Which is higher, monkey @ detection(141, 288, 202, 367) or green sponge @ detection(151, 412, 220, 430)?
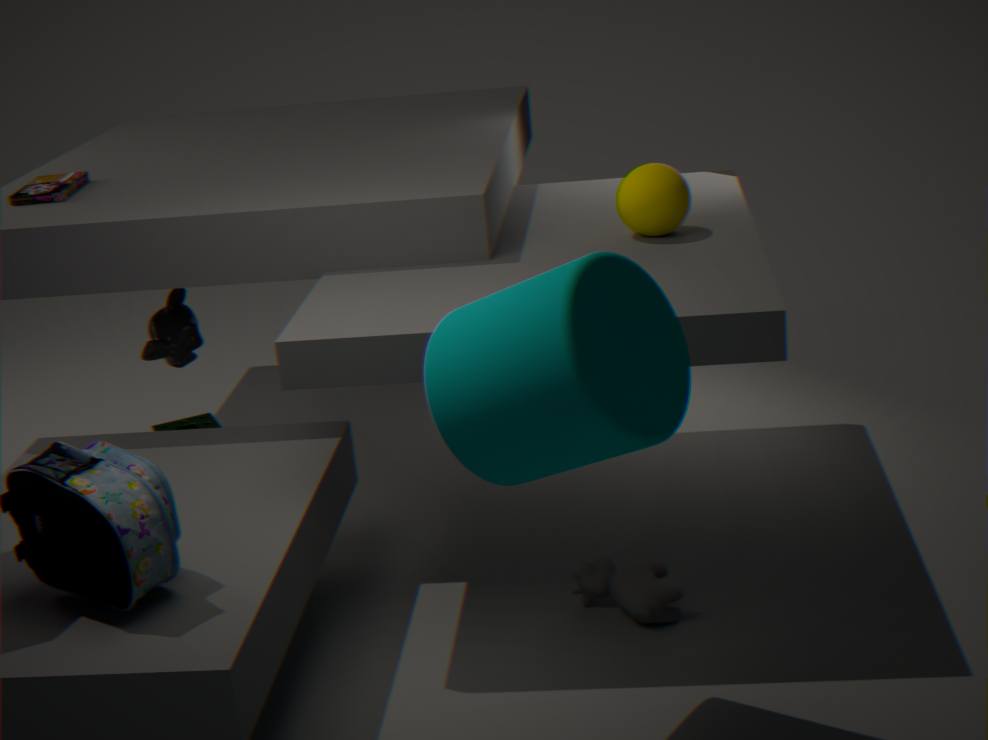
monkey @ detection(141, 288, 202, 367)
